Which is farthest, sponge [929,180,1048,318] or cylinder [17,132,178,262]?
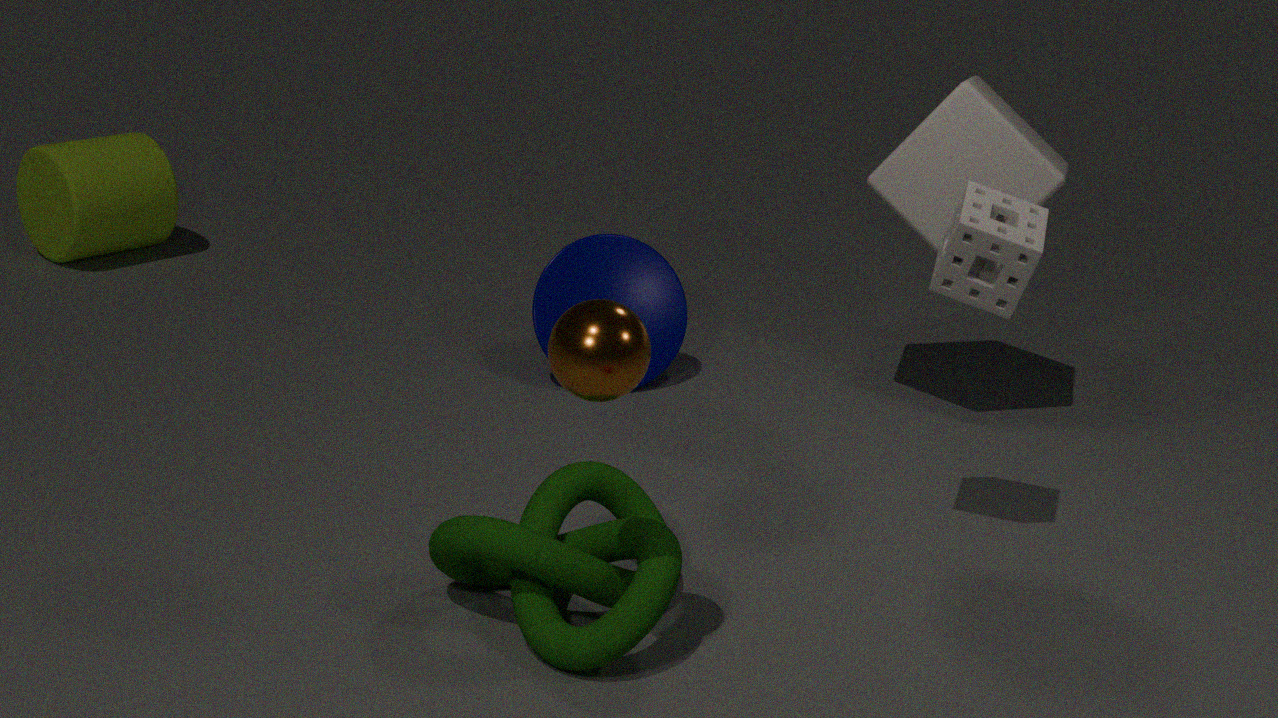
cylinder [17,132,178,262]
